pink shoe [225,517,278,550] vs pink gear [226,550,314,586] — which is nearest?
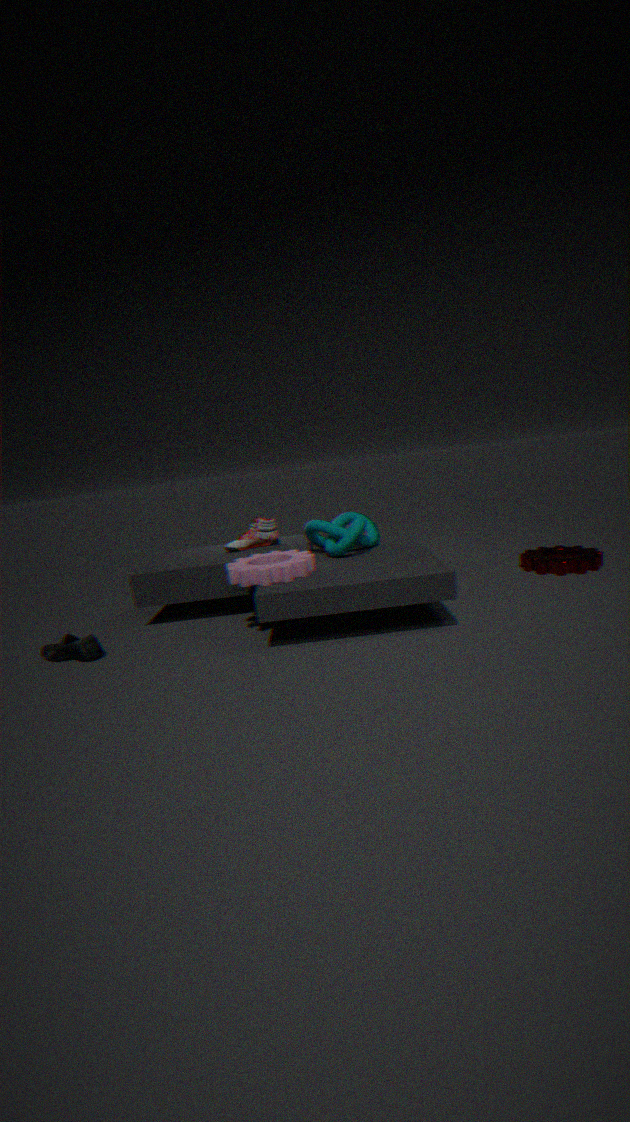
pink gear [226,550,314,586]
